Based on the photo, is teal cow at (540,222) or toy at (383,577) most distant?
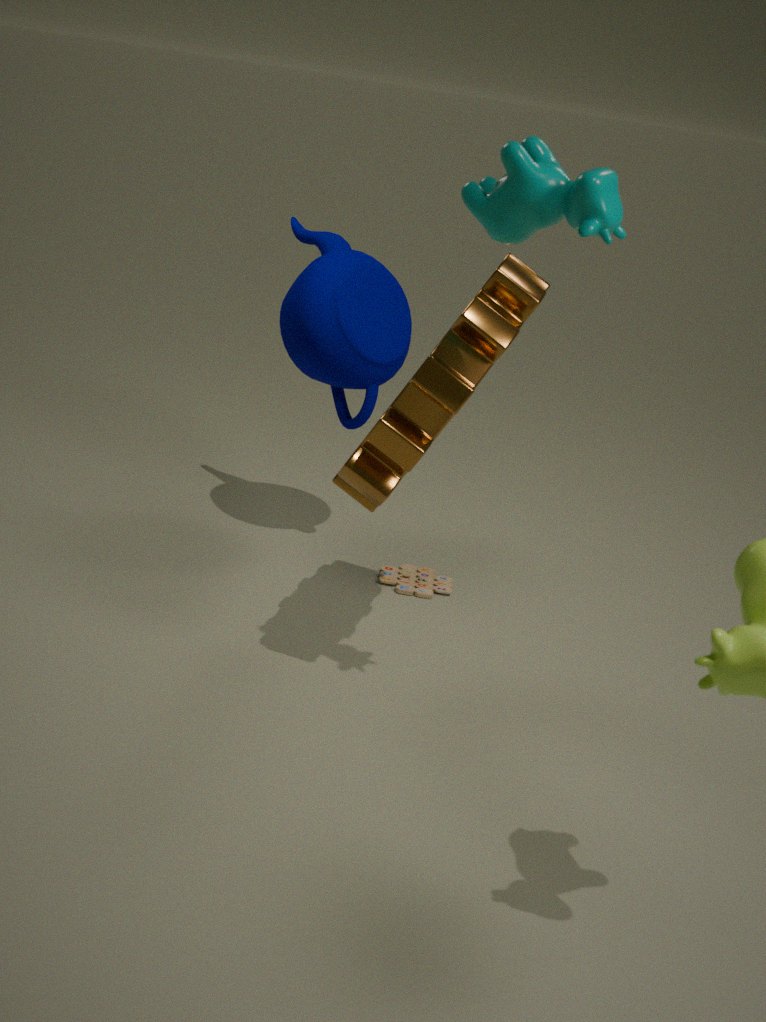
toy at (383,577)
